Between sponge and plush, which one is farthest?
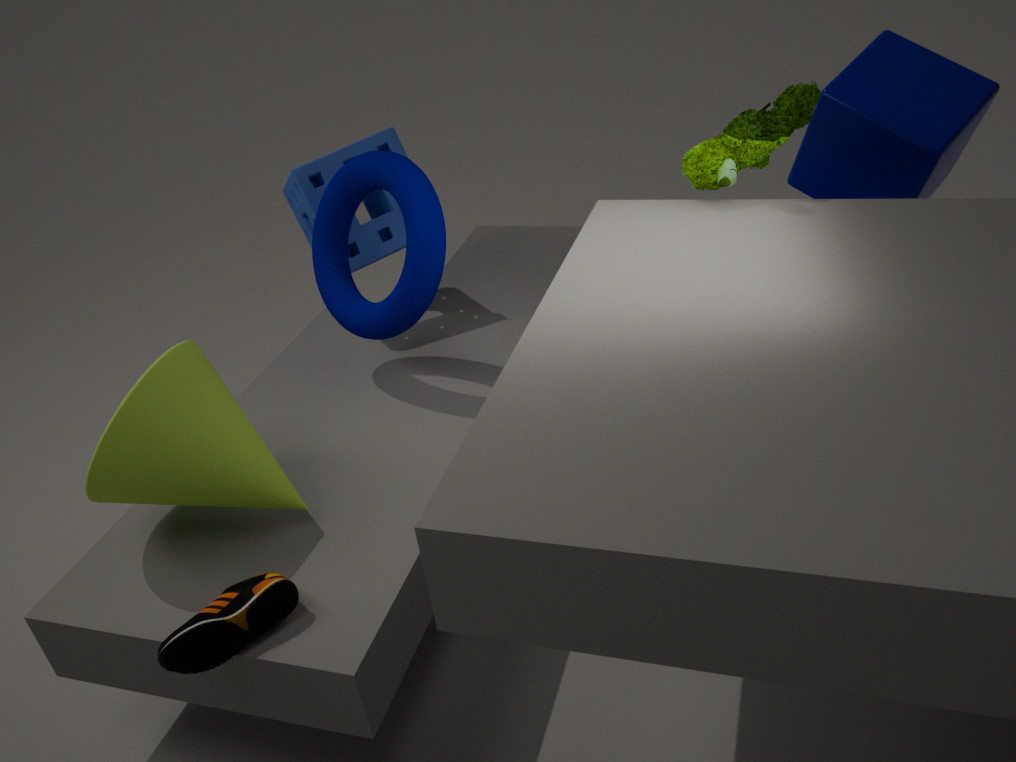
sponge
